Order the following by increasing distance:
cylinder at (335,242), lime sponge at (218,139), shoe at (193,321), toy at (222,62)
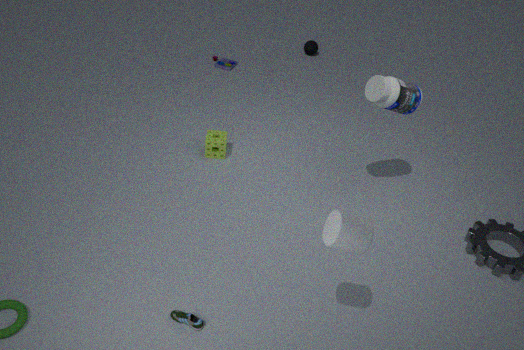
cylinder at (335,242) → shoe at (193,321) → lime sponge at (218,139) → toy at (222,62)
